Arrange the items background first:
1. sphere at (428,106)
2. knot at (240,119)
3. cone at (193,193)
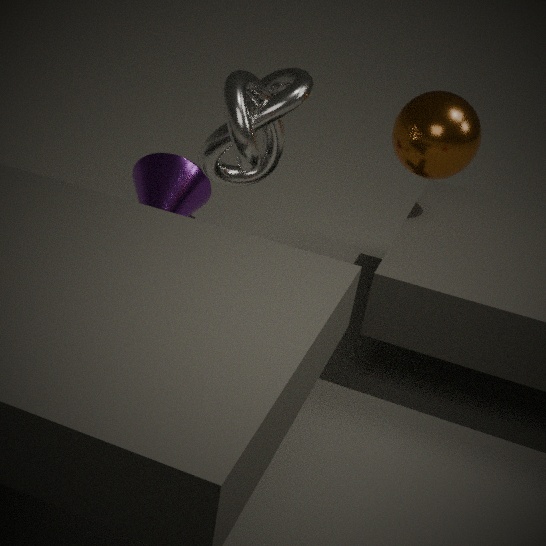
cone at (193,193) → sphere at (428,106) → knot at (240,119)
